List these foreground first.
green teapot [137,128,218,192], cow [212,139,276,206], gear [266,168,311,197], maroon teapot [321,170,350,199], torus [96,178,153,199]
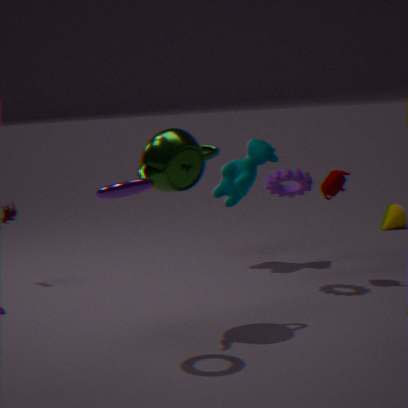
torus [96,178,153,199] → green teapot [137,128,218,192] → gear [266,168,311,197] → maroon teapot [321,170,350,199] → cow [212,139,276,206]
